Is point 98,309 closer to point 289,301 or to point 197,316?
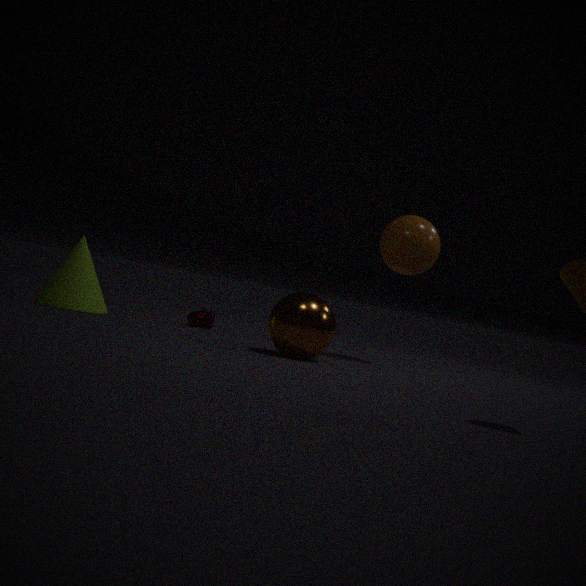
point 197,316
